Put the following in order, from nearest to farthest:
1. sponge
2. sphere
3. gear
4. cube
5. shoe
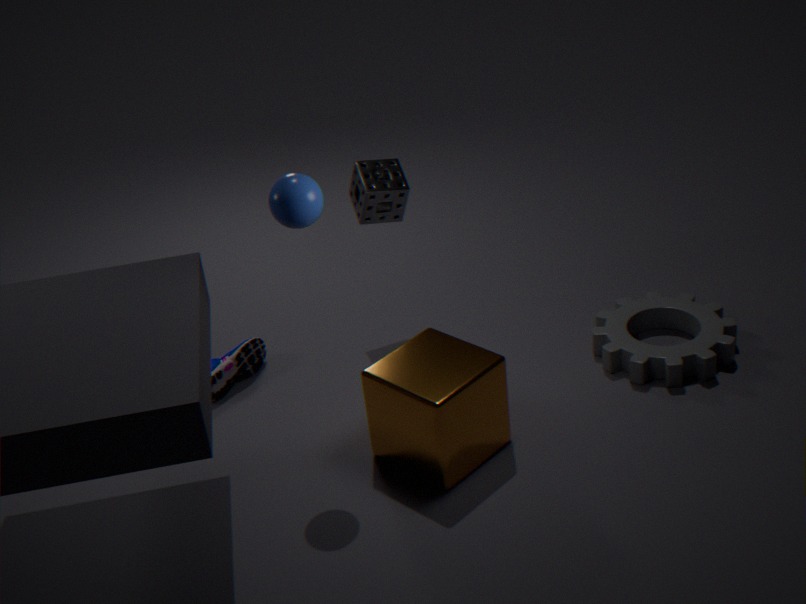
1. sphere
2. cube
3. gear
4. sponge
5. shoe
